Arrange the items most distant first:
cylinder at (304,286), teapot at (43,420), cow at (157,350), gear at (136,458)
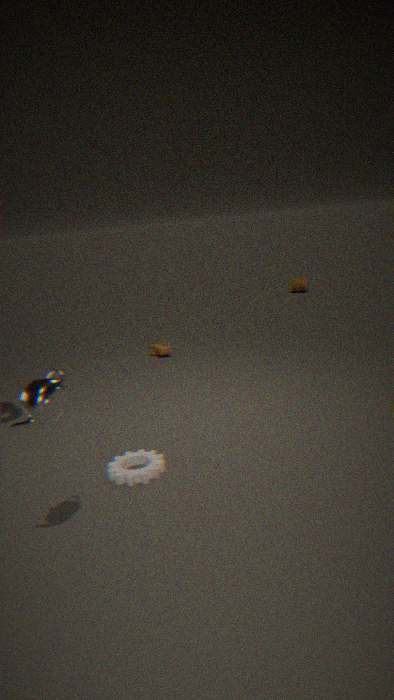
cylinder at (304,286) < cow at (157,350) < gear at (136,458) < teapot at (43,420)
